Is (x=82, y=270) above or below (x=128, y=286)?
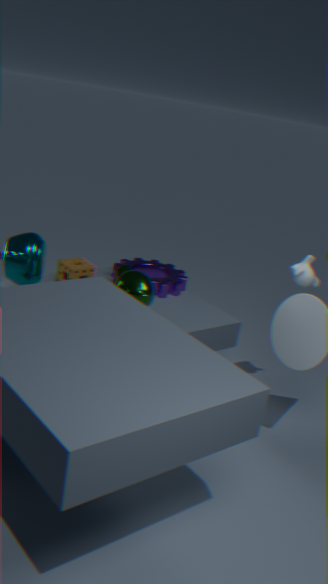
below
